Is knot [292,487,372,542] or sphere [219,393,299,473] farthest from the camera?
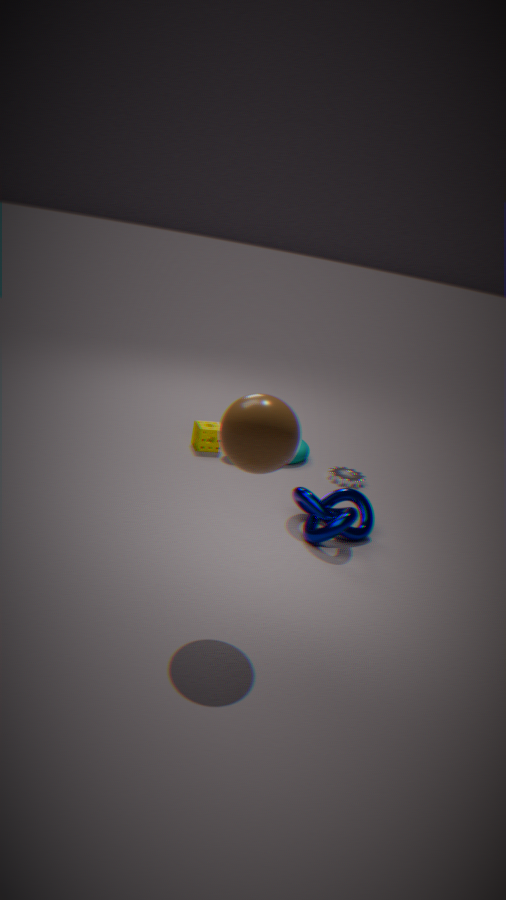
knot [292,487,372,542]
